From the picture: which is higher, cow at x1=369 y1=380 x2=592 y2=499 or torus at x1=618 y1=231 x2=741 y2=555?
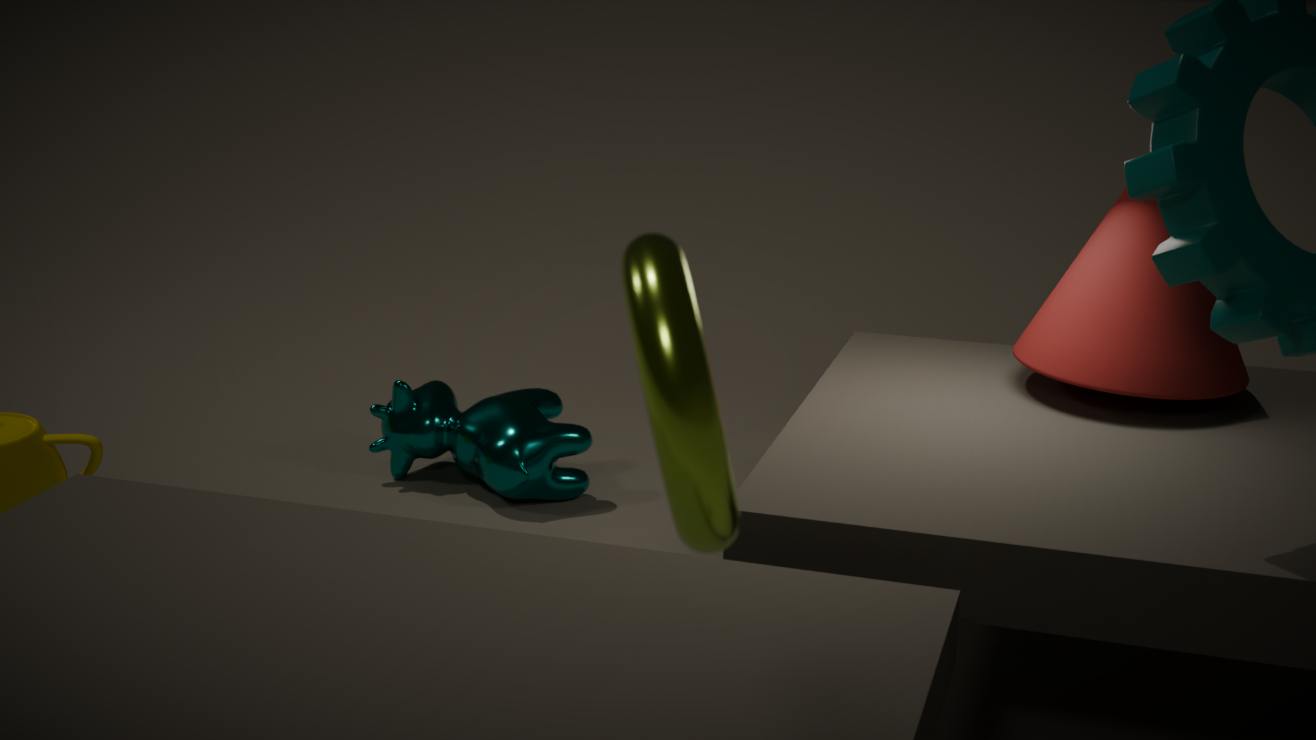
torus at x1=618 y1=231 x2=741 y2=555
